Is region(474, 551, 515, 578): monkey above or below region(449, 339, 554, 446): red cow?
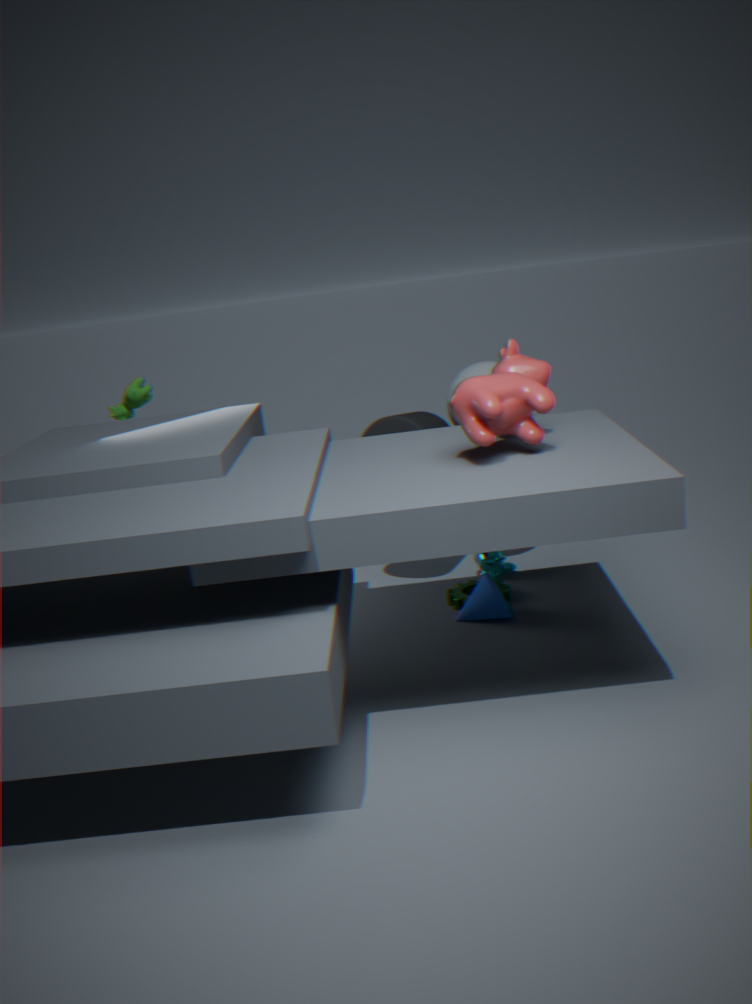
below
